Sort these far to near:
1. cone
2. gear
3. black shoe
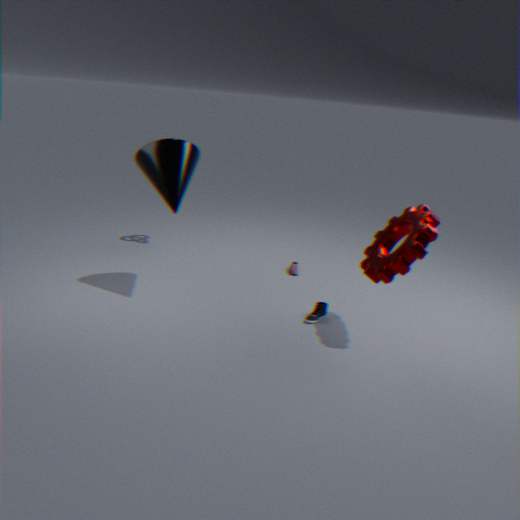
black shoe < cone < gear
